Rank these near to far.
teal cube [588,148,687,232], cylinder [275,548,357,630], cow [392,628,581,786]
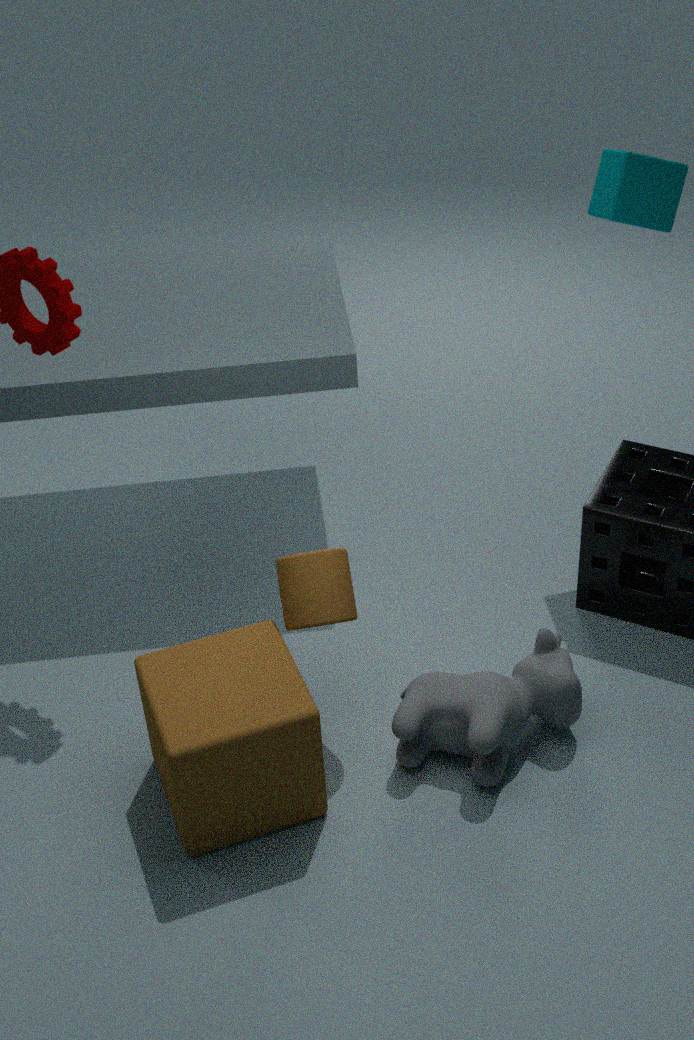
1. cylinder [275,548,357,630]
2. cow [392,628,581,786]
3. teal cube [588,148,687,232]
